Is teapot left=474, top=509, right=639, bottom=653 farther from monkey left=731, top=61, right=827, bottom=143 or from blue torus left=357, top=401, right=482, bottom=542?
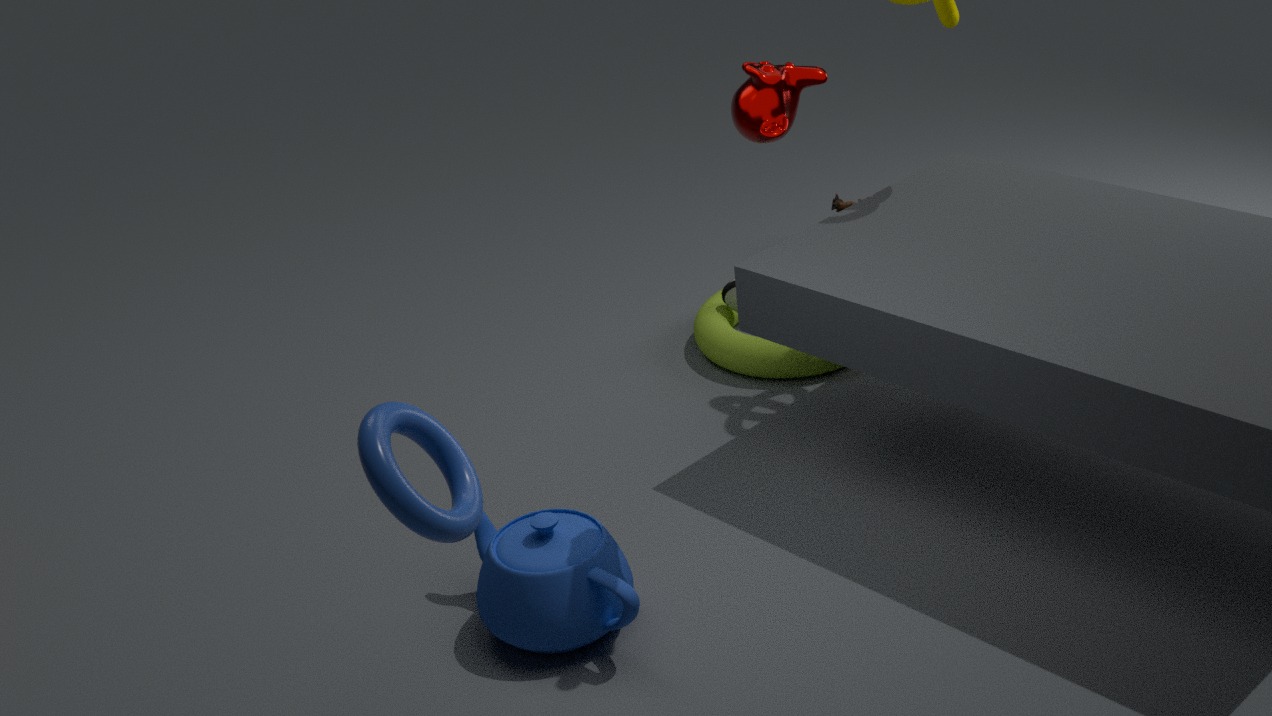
monkey left=731, top=61, right=827, bottom=143
